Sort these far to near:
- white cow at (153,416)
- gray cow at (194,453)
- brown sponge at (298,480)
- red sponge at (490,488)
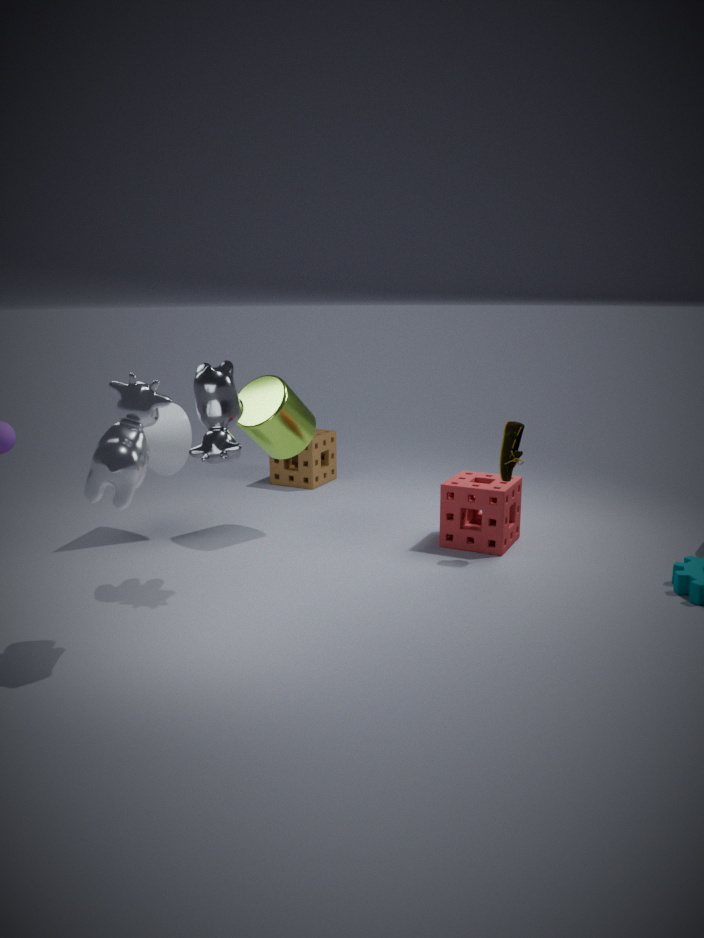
brown sponge at (298,480) < red sponge at (490,488) < gray cow at (194,453) < white cow at (153,416)
